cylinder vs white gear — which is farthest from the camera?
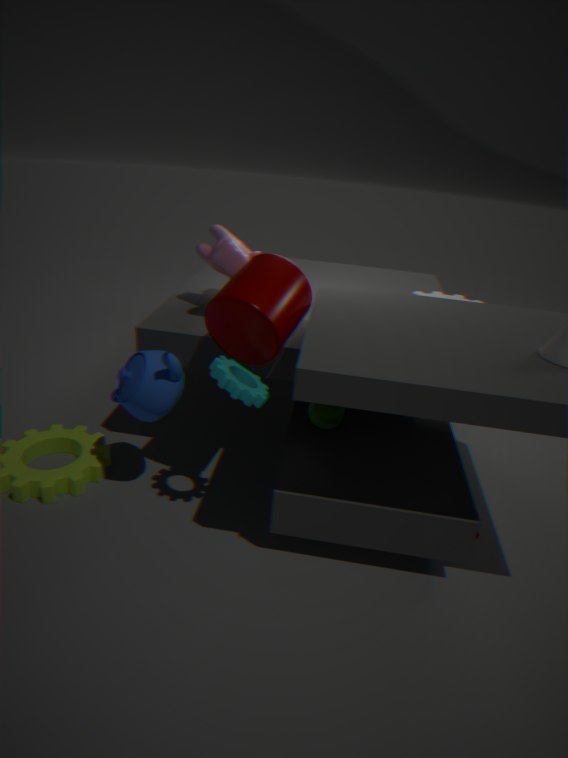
white gear
